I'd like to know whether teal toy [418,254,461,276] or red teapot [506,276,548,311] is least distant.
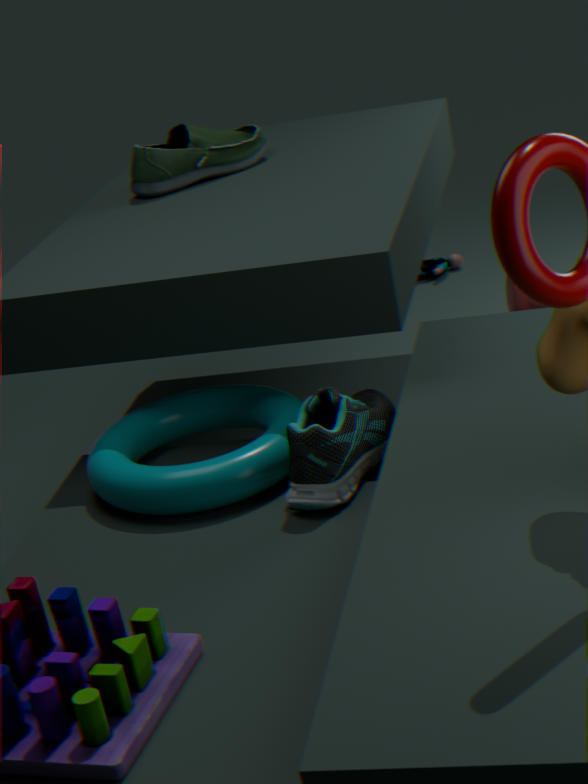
red teapot [506,276,548,311]
